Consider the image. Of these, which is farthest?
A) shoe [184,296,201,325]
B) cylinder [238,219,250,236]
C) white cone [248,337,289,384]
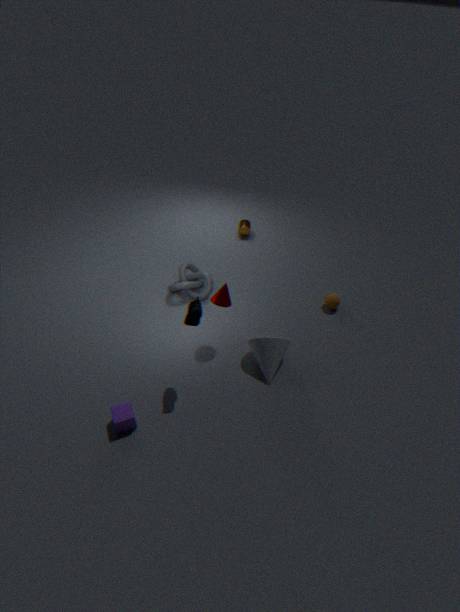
cylinder [238,219,250,236]
